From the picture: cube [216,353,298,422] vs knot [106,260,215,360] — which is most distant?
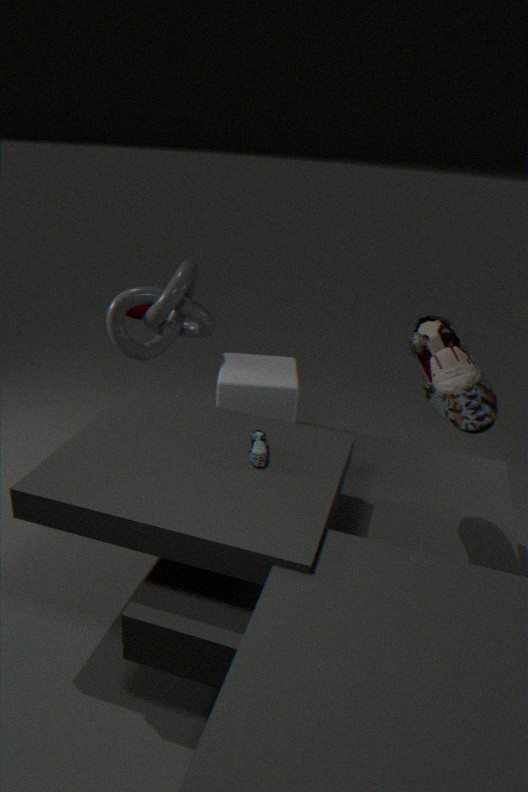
knot [106,260,215,360]
